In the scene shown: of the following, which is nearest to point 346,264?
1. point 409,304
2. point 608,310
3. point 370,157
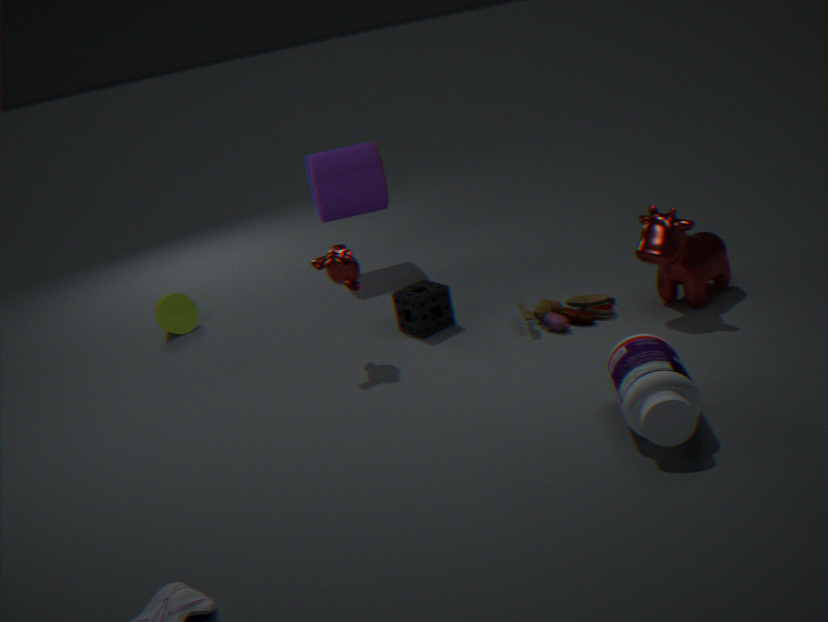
point 409,304
